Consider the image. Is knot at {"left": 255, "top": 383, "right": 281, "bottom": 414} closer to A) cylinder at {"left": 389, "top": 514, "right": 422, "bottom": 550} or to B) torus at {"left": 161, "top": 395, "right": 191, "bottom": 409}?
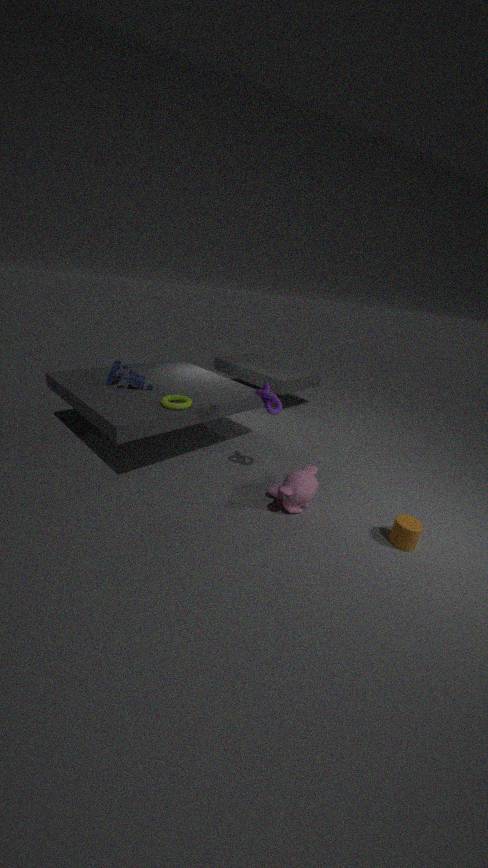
B) torus at {"left": 161, "top": 395, "right": 191, "bottom": 409}
